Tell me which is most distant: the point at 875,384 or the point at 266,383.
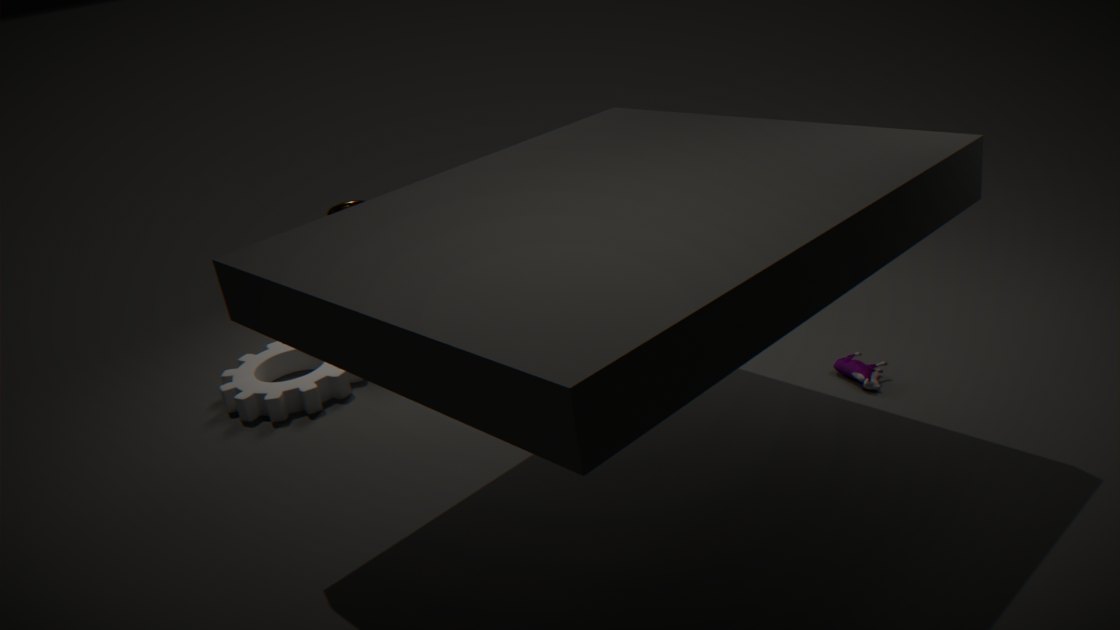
the point at 266,383
